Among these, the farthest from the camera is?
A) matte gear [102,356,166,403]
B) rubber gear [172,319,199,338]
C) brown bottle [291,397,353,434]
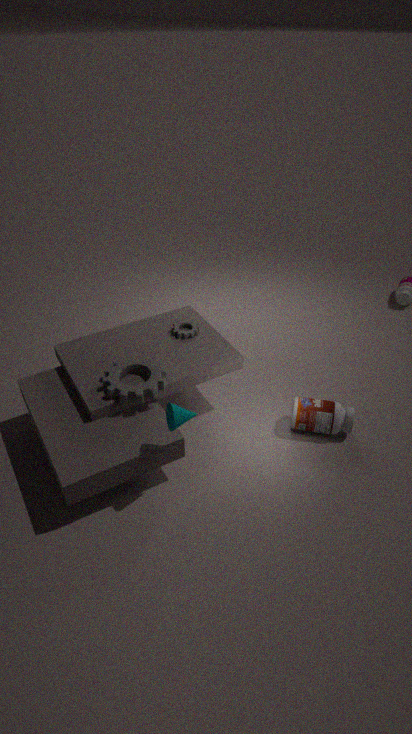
rubber gear [172,319,199,338]
